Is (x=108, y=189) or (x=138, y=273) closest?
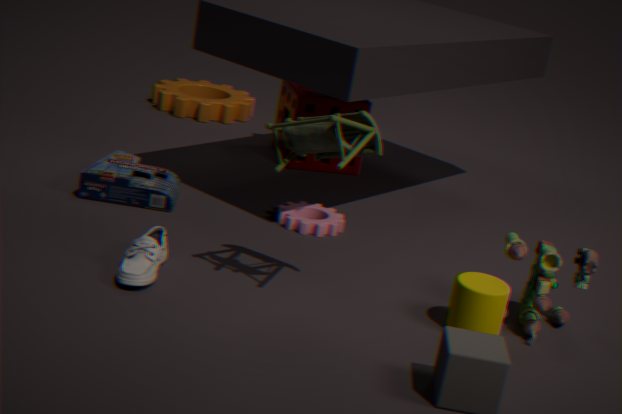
(x=138, y=273)
